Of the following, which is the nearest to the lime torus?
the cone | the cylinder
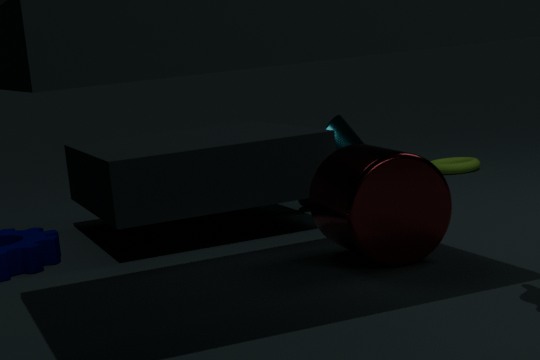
the cone
